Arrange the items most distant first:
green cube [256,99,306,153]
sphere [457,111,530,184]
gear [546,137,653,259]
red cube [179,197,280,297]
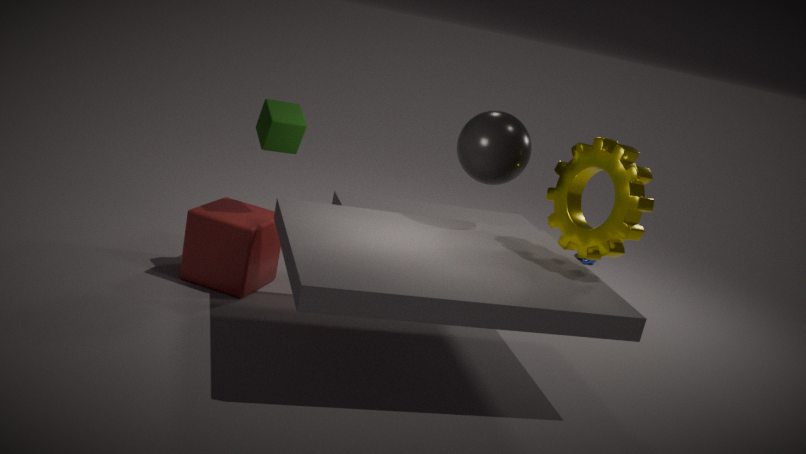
red cube [179,197,280,297], green cube [256,99,306,153], sphere [457,111,530,184], gear [546,137,653,259]
